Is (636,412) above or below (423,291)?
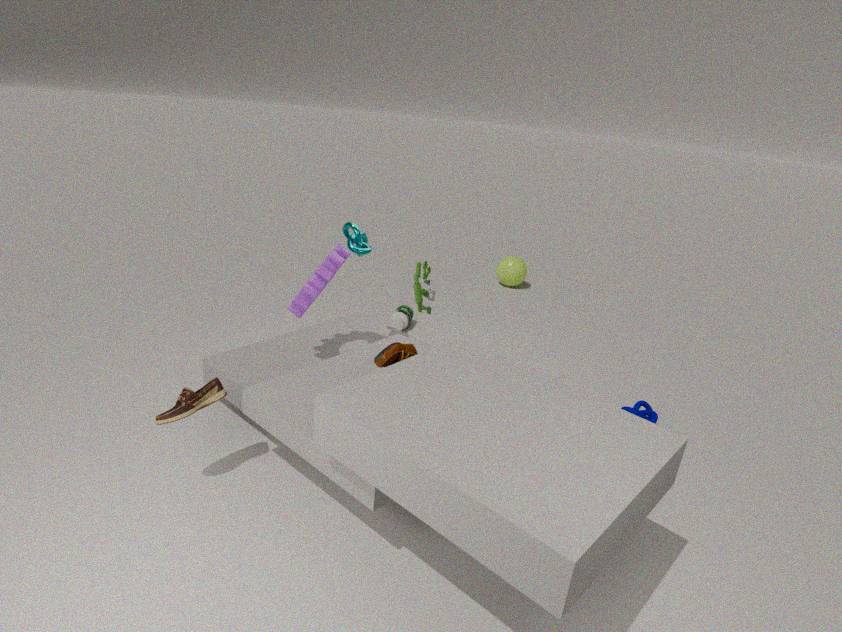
below
